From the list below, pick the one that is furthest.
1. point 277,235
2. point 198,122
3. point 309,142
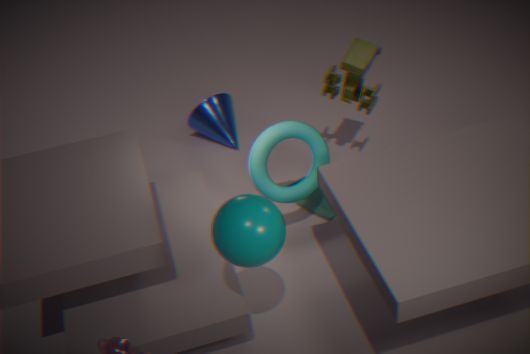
point 198,122
